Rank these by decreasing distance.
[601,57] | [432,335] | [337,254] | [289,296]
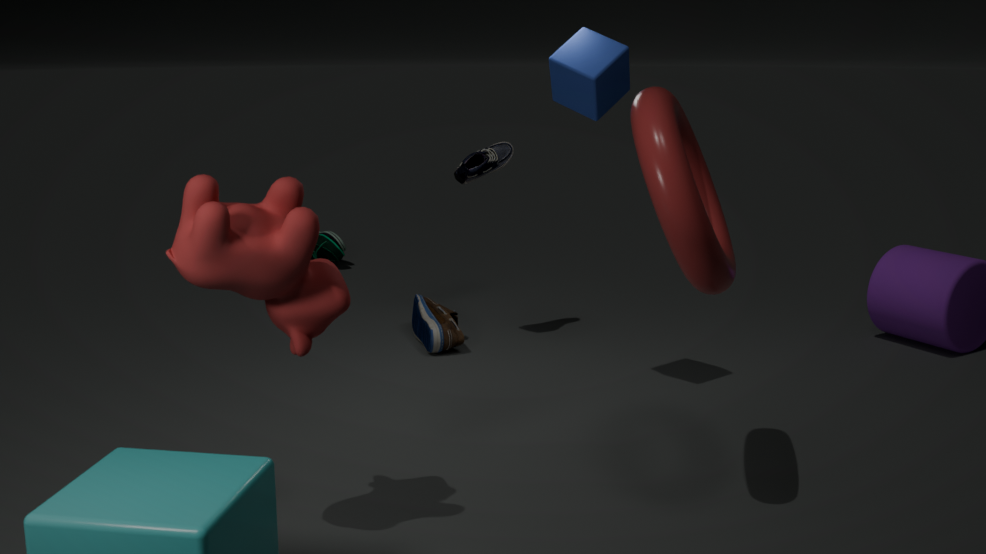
1. [337,254]
2. [432,335]
3. [601,57]
4. [289,296]
